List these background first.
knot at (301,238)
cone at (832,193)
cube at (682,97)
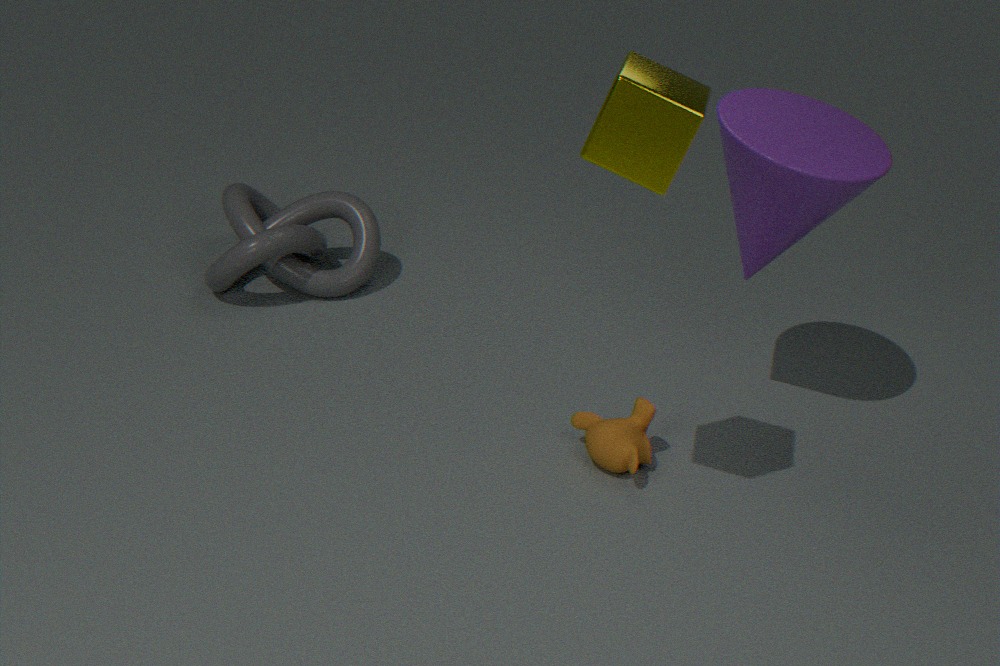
knot at (301,238) < cone at (832,193) < cube at (682,97)
